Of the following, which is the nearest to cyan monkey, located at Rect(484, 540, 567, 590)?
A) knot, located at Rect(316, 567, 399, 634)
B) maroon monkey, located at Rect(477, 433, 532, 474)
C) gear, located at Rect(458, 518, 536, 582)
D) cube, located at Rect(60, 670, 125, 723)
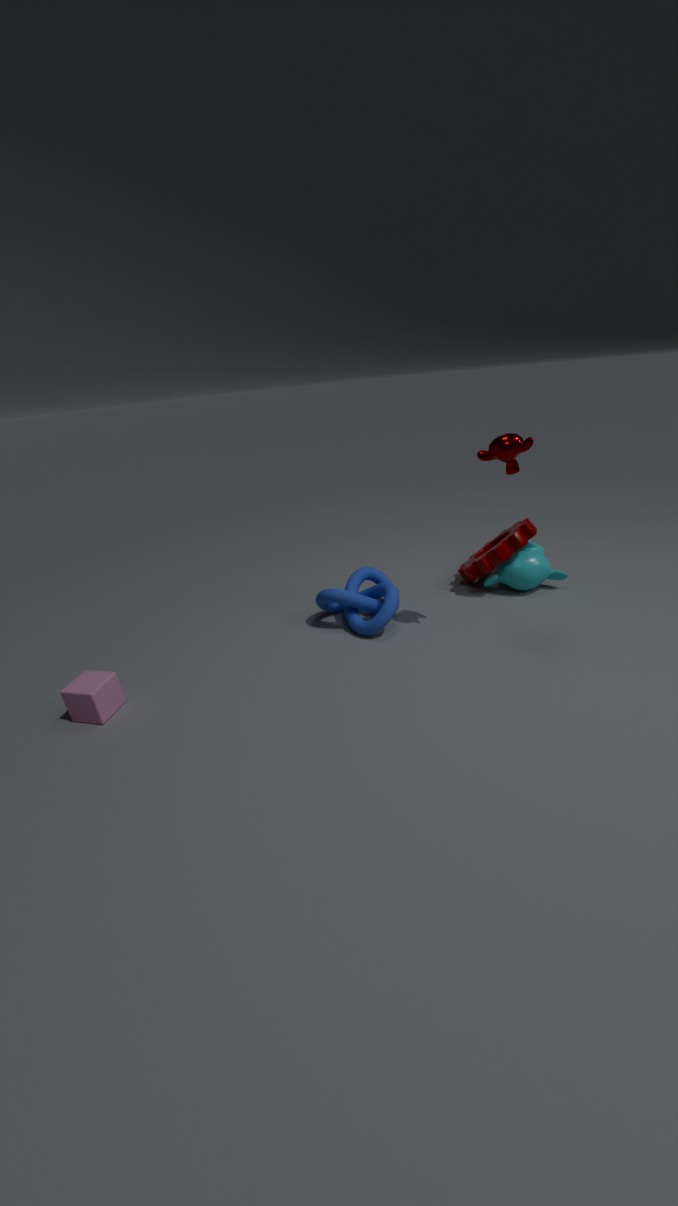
gear, located at Rect(458, 518, 536, 582)
